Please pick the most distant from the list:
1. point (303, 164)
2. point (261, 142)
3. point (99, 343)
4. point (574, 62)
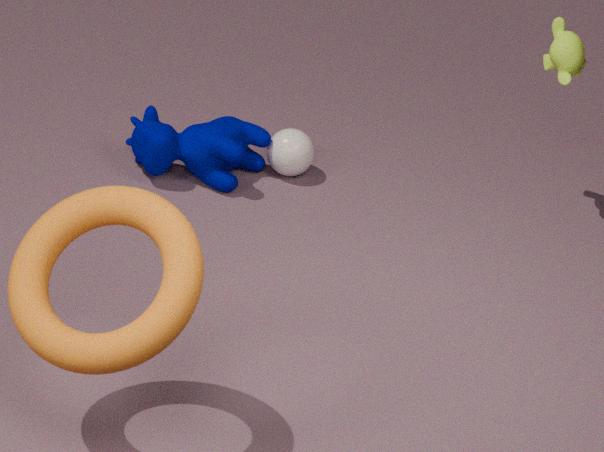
point (303, 164)
